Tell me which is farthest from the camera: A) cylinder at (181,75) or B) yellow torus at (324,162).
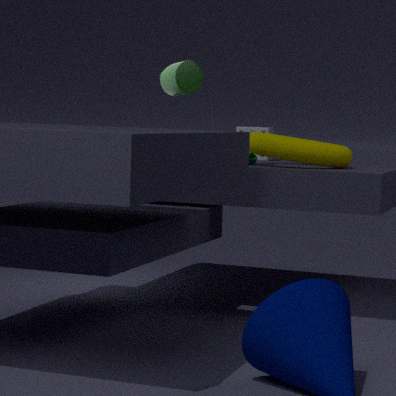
A. cylinder at (181,75)
